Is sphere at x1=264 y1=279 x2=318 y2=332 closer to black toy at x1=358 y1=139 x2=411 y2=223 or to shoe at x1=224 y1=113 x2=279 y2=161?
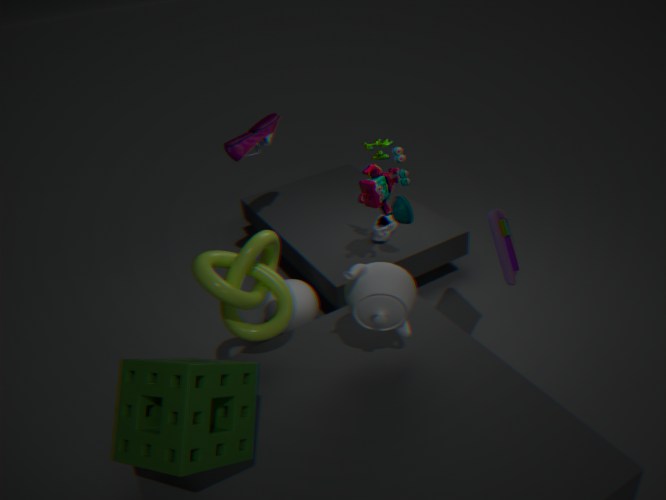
black toy at x1=358 y1=139 x2=411 y2=223
